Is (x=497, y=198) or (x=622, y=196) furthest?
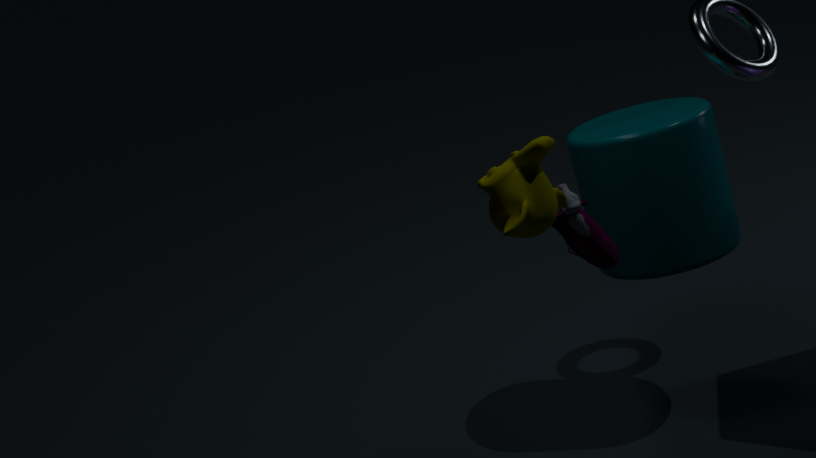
(x=622, y=196)
